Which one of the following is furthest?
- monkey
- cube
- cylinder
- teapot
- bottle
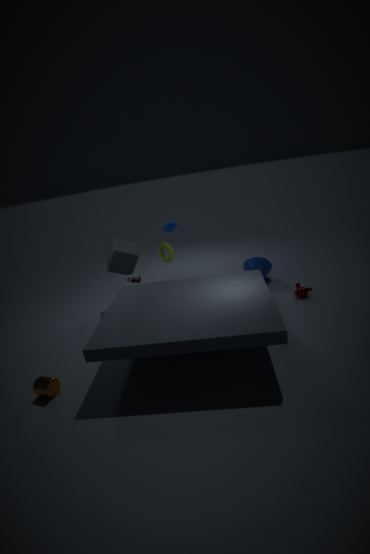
cube
